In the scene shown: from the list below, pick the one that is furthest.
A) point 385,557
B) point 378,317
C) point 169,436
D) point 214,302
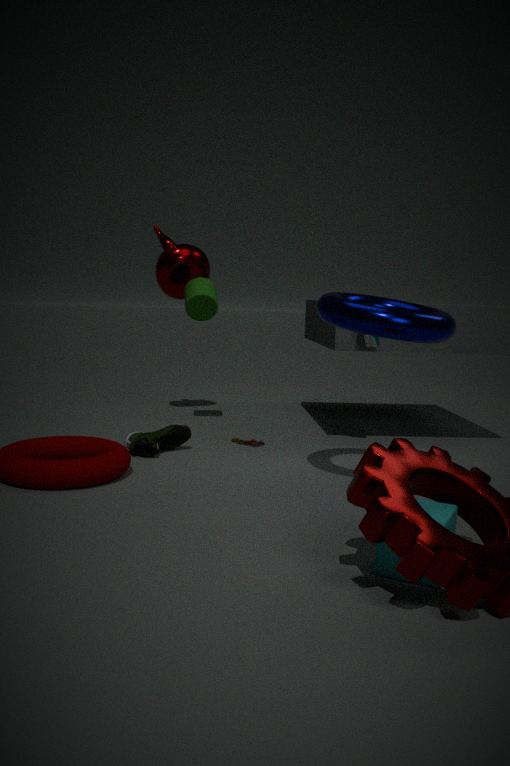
point 214,302
